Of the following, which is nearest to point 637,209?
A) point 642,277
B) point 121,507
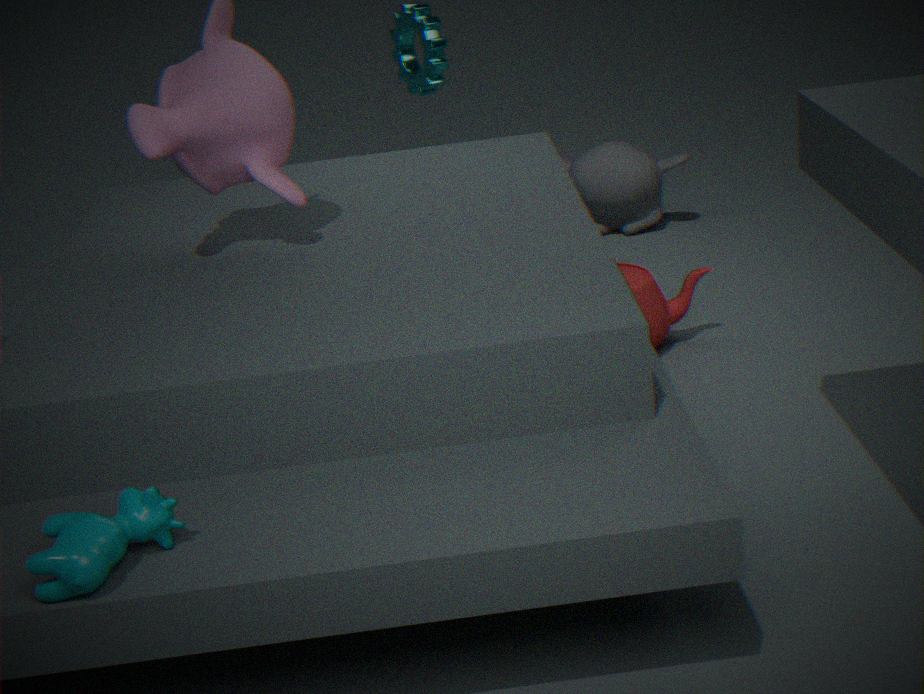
point 642,277
